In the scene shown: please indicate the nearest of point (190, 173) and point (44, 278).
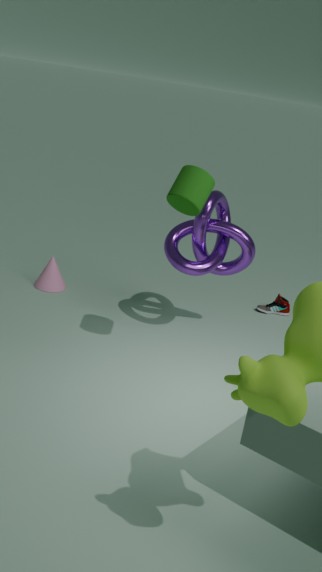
point (190, 173)
